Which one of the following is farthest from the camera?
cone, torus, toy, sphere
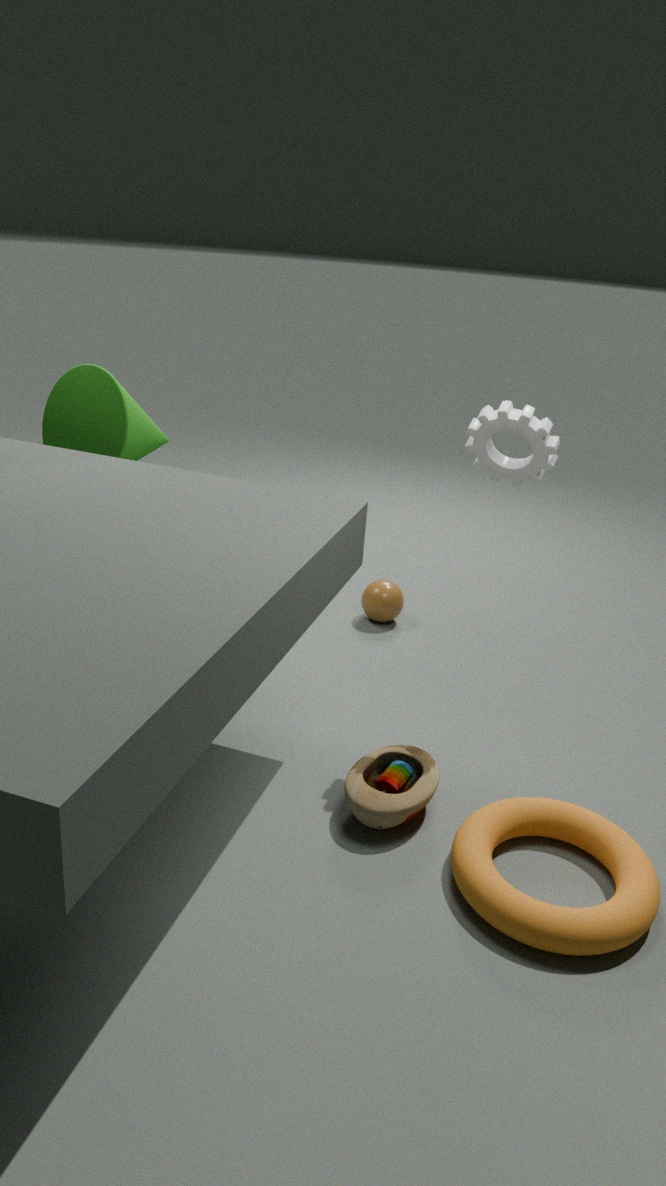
sphere
